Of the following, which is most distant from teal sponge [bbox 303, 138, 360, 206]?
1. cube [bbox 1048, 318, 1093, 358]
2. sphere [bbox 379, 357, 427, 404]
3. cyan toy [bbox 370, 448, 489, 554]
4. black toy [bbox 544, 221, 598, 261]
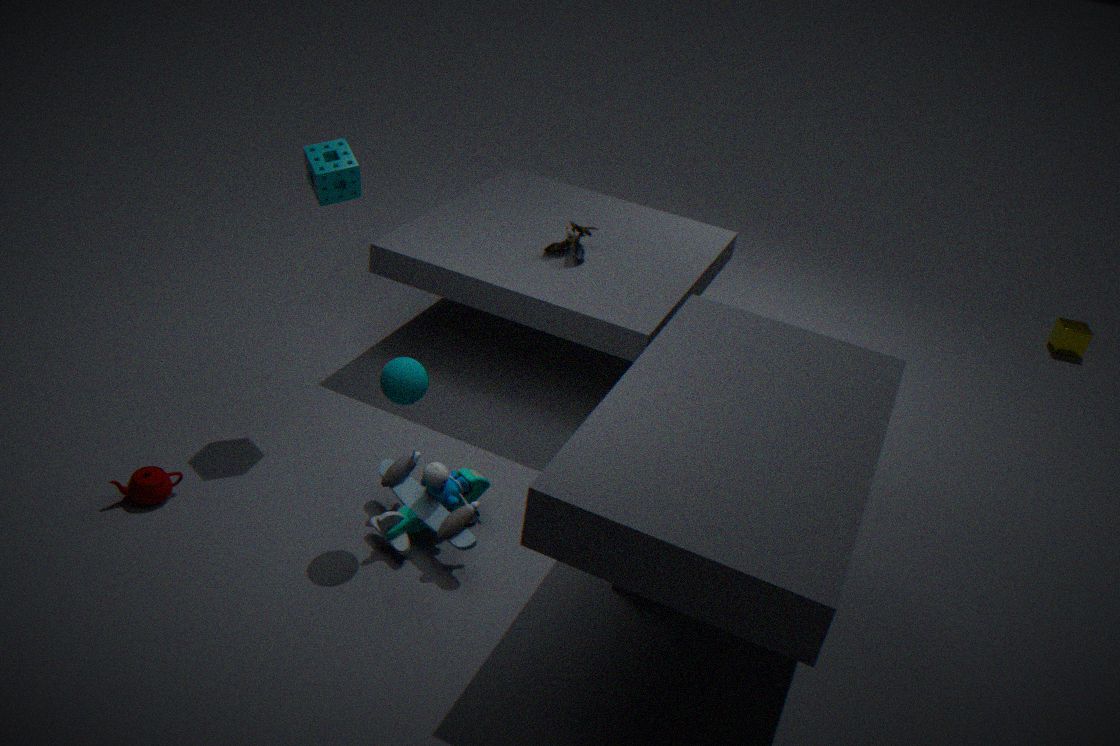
cube [bbox 1048, 318, 1093, 358]
